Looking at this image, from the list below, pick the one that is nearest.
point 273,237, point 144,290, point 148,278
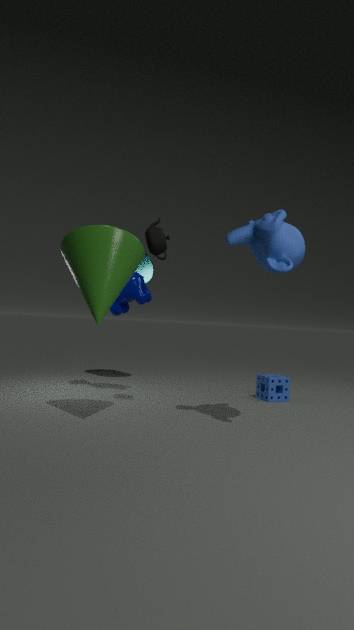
point 273,237
